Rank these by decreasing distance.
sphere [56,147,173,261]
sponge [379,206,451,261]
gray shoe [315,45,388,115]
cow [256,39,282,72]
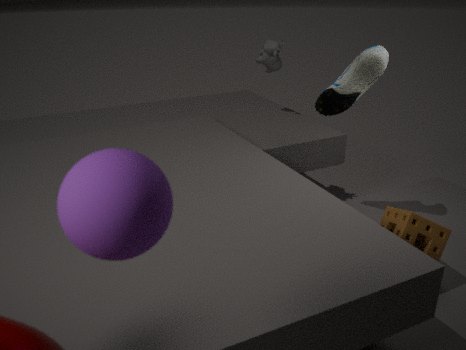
cow [256,39,282,72]
gray shoe [315,45,388,115]
sponge [379,206,451,261]
sphere [56,147,173,261]
